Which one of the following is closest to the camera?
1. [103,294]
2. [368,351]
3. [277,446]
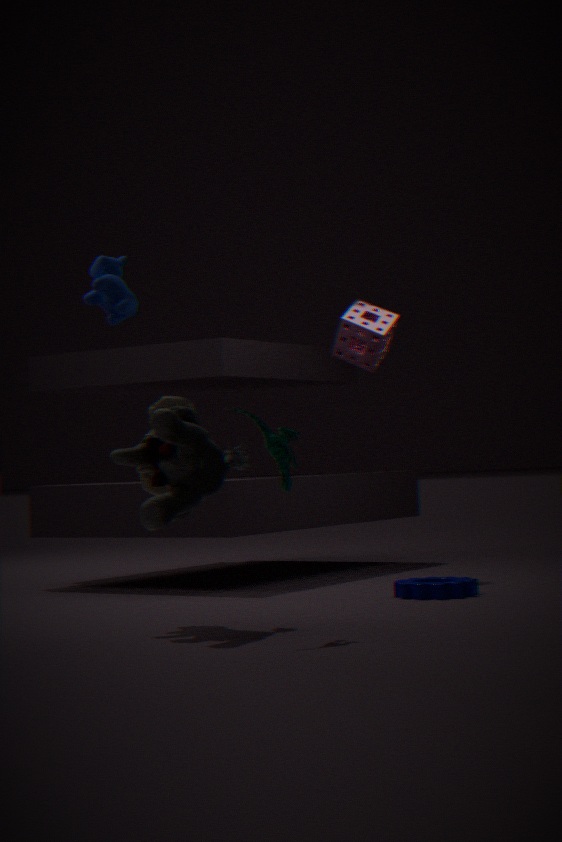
[277,446]
